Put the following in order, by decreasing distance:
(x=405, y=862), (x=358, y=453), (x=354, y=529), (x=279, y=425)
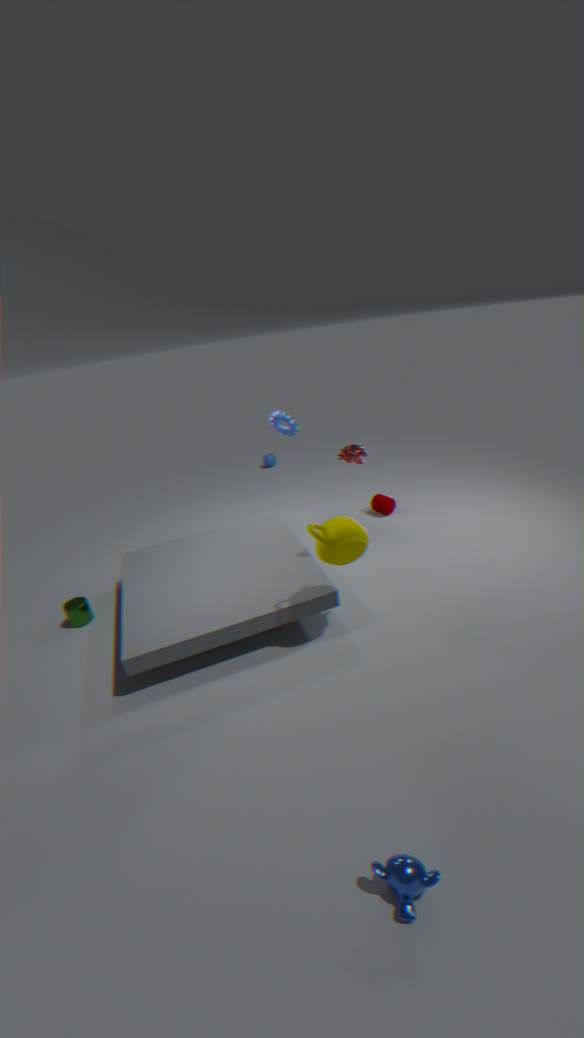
(x=279, y=425)
(x=358, y=453)
(x=354, y=529)
(x=405, y=862)
